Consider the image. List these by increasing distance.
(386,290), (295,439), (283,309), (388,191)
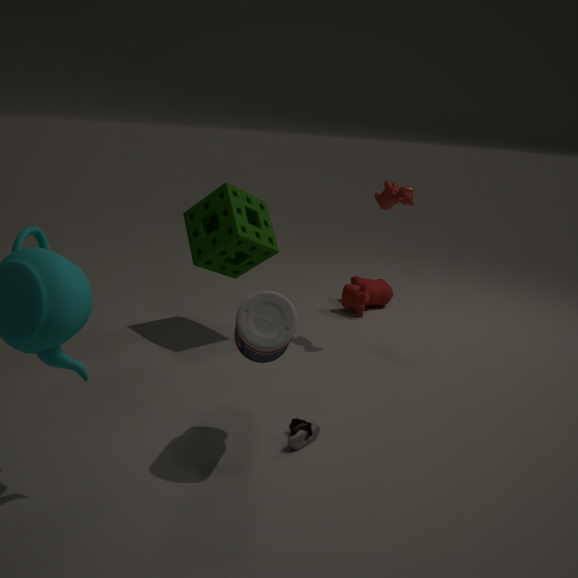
(283,309), (295,439), (388,191), (386,290)
